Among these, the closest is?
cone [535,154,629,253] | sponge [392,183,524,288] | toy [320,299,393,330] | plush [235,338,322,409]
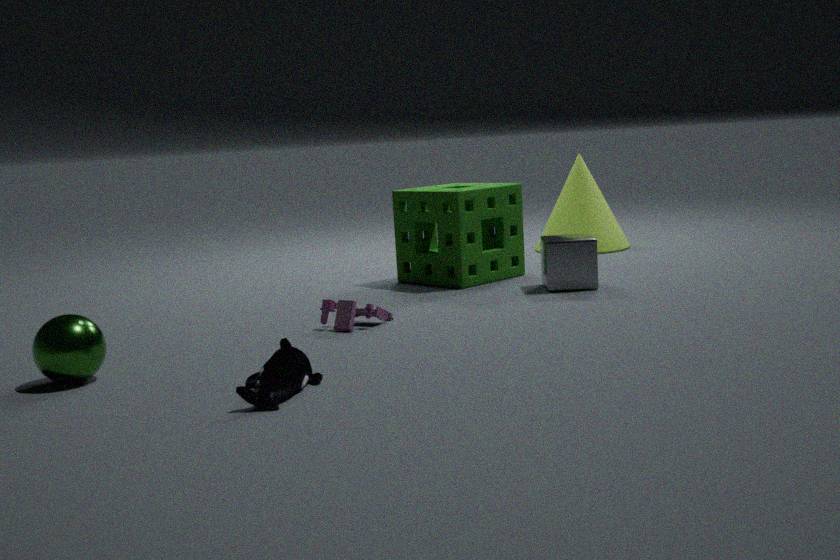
plush [235,338,322,409]
